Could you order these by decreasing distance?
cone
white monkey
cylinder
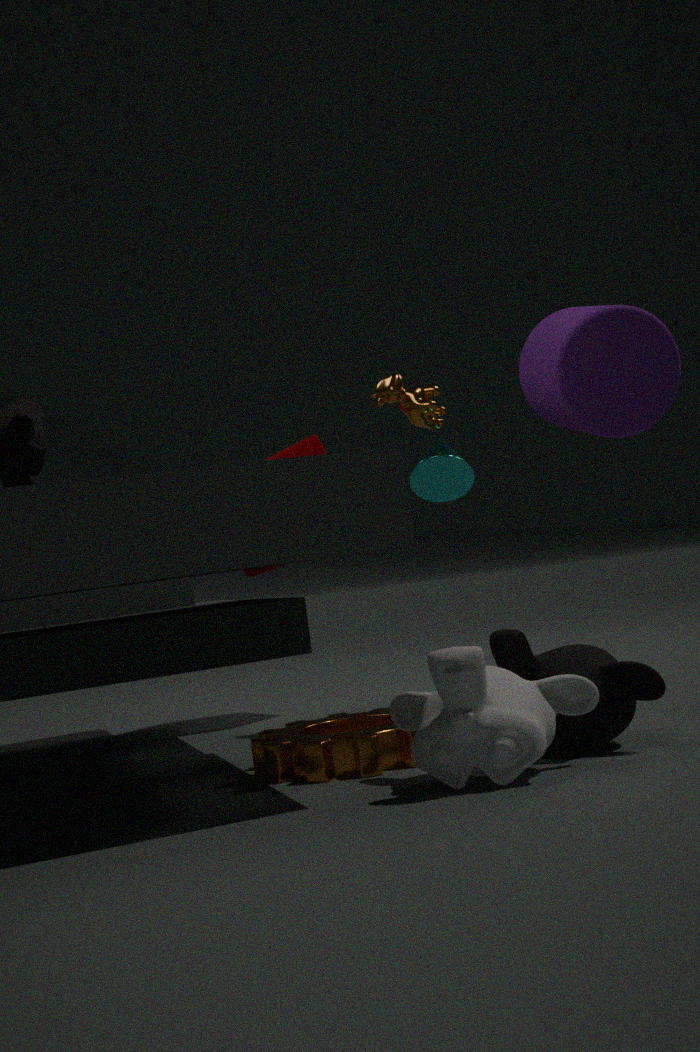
1. cone
2. cylinder
3. white monkey
